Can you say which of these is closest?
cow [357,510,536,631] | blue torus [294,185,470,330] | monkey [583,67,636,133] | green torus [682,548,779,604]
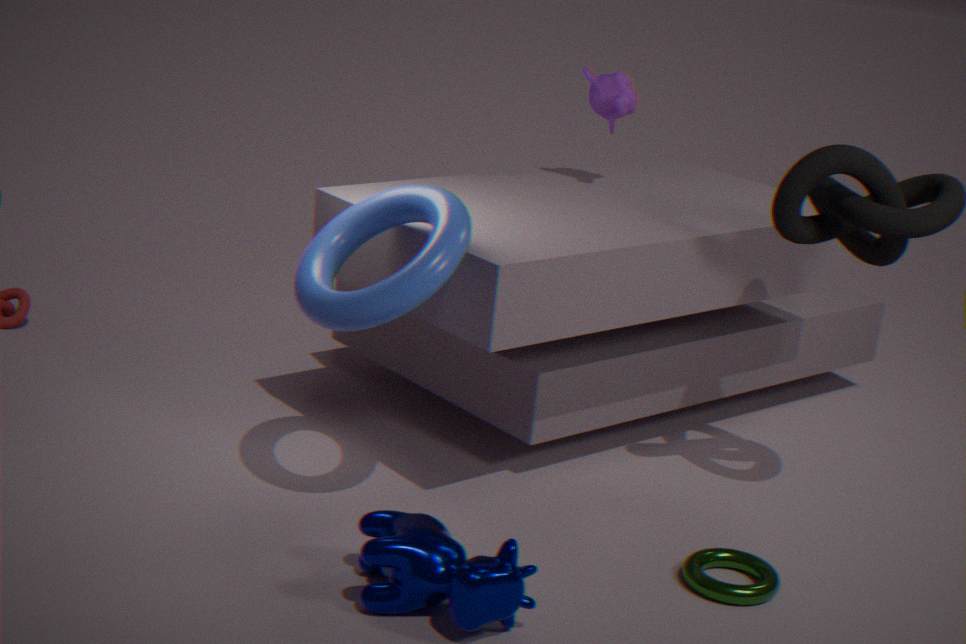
cow [357,510,536,631]
